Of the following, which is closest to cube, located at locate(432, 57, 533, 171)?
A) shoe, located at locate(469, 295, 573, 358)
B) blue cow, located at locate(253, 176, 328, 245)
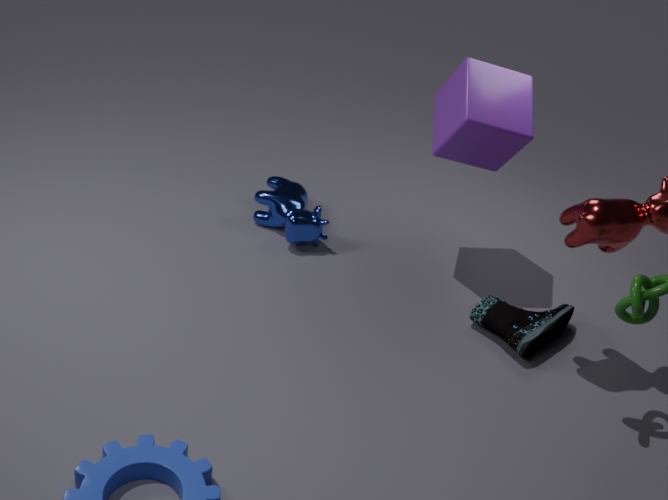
shoe, located at locate(469, 295, 573, 358)
